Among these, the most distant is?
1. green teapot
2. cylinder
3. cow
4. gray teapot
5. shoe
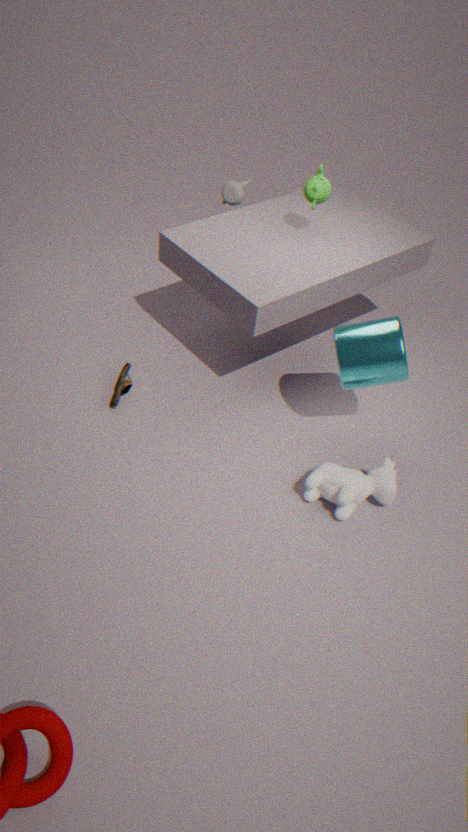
gray teapot
